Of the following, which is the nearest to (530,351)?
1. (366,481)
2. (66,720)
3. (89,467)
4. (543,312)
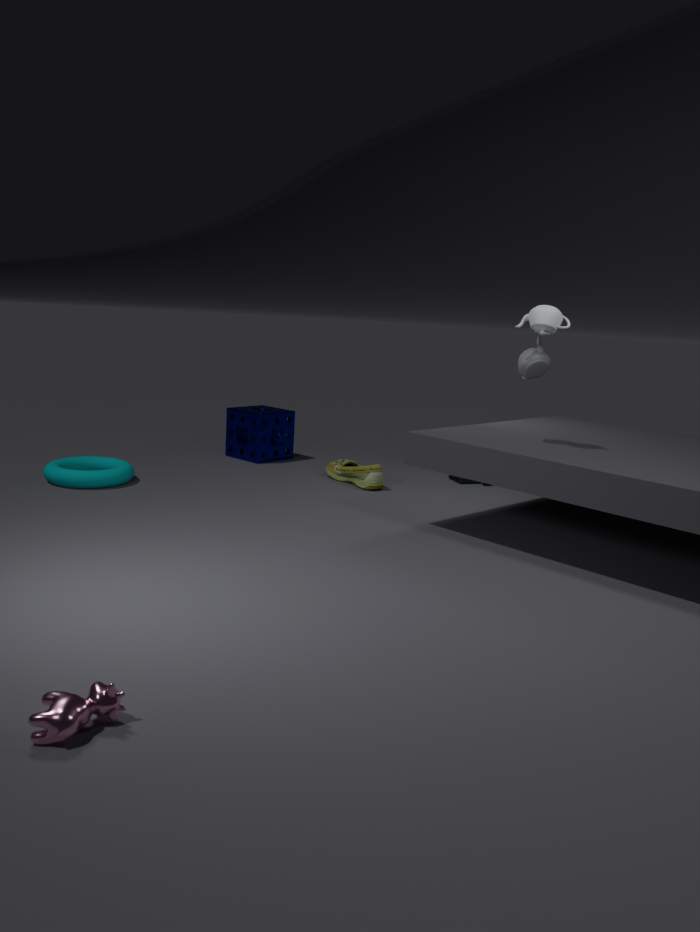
(543,312)
